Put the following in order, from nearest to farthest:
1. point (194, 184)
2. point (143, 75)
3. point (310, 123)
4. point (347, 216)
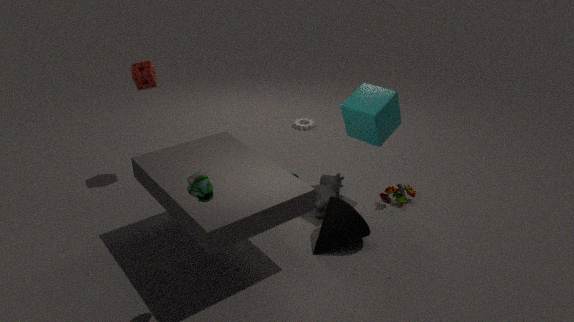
point (194, 184)
point (347, 216)
point (143, 75)
point (310, 123)
